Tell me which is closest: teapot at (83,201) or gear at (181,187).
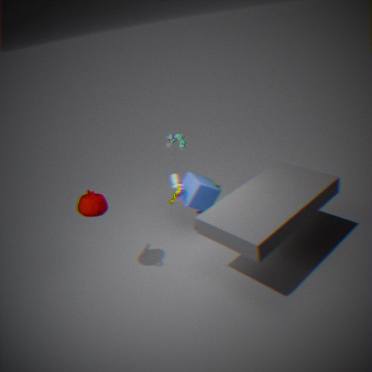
teapot at (83,201)
